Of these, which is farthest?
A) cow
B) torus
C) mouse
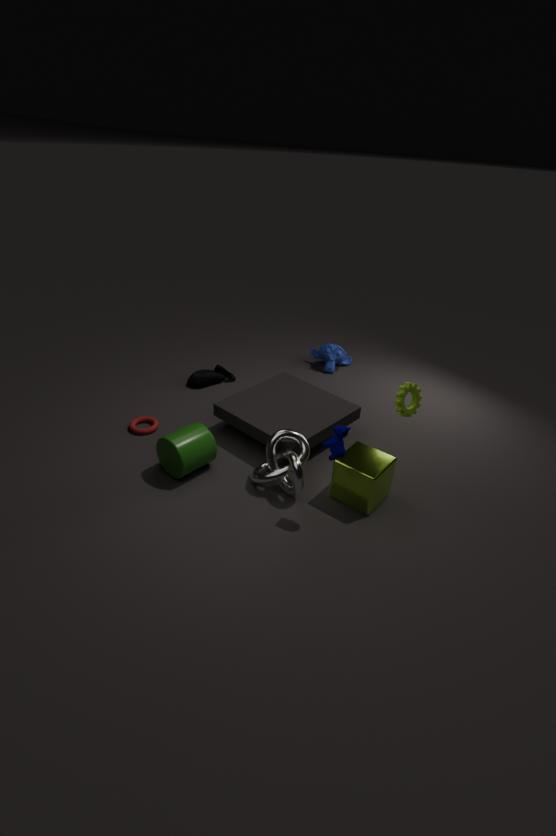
mouse
